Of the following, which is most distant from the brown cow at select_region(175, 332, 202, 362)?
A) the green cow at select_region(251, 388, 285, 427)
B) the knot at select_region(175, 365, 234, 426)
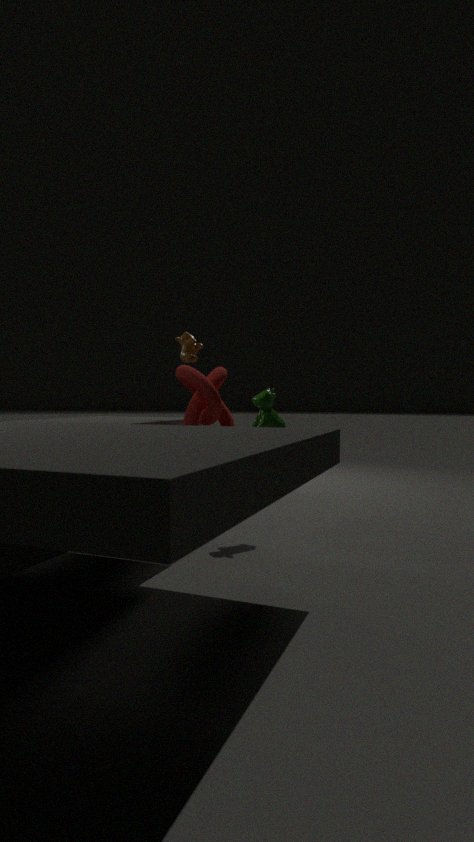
the green cow at select_region(251, 388, 285, 427)
